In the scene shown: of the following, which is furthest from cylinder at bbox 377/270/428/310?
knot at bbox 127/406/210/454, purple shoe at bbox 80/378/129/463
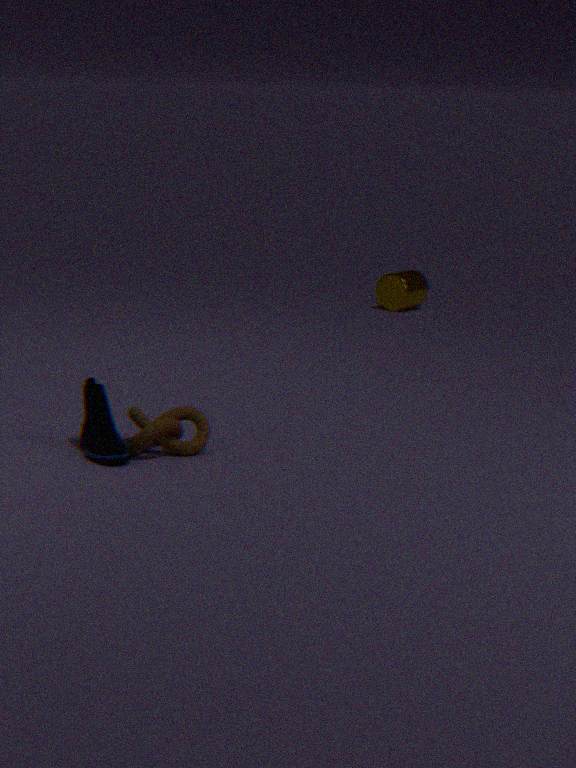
purple shoe at bbox 80/378/129/463
